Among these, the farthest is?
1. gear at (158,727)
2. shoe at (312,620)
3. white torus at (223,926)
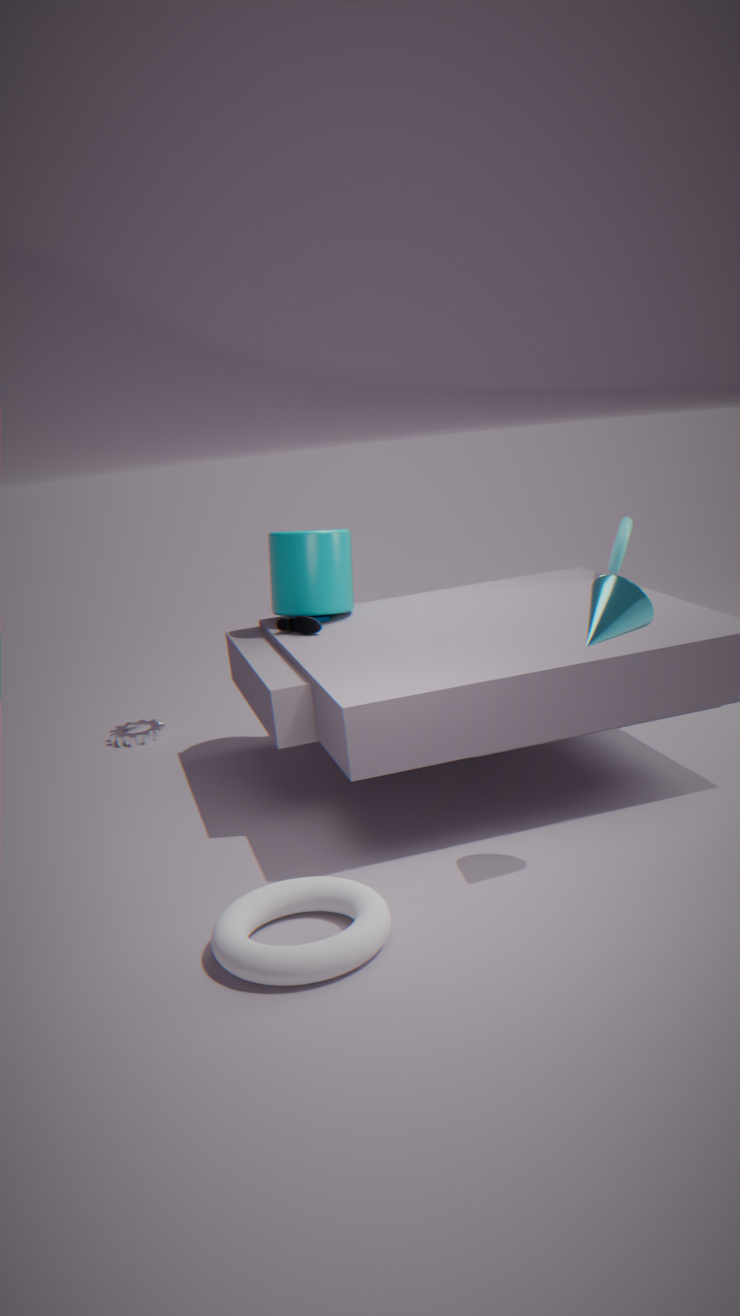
gear at (158,727)
